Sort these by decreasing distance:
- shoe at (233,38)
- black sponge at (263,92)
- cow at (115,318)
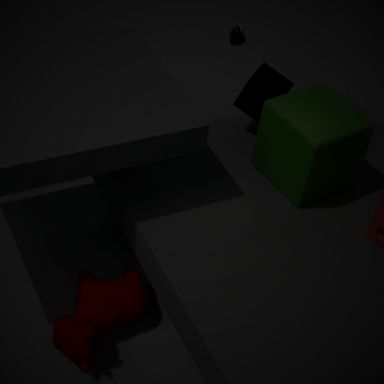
shoe at (233,38), black sponge at (263,92), cow at (115,318)
